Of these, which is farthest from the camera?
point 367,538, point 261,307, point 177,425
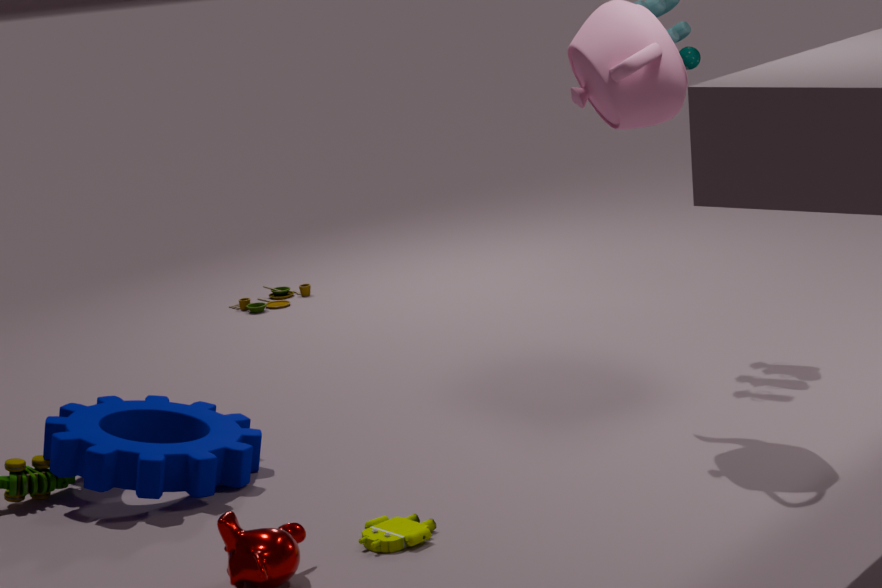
point 261,307
